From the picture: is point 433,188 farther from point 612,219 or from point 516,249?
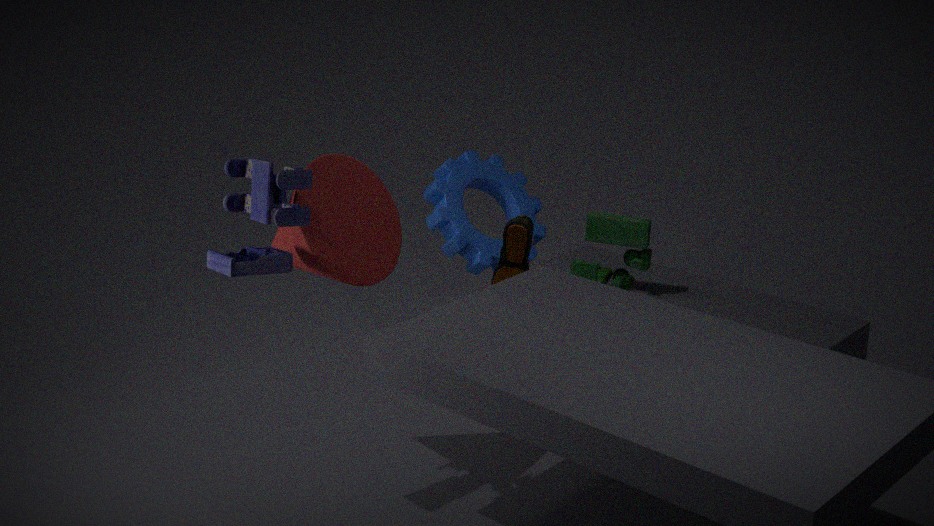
point 516,249
